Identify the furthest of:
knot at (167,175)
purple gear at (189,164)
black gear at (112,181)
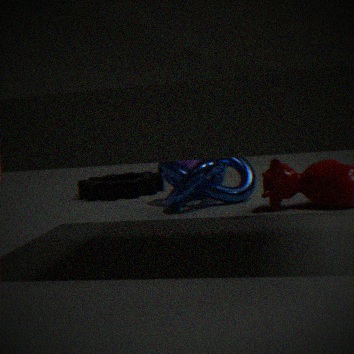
purple gear at (189,164)
